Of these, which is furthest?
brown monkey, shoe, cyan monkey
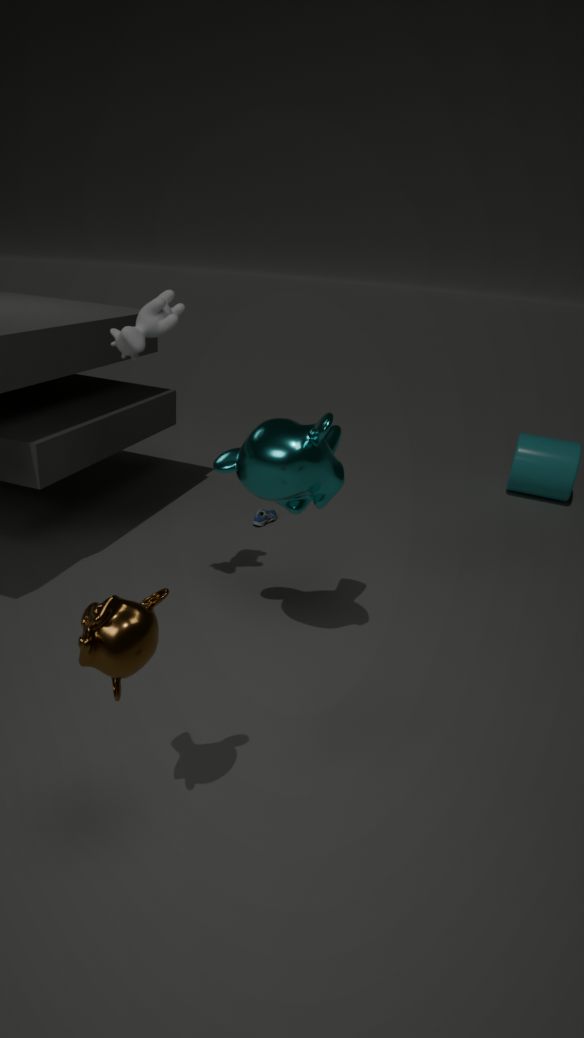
shoe
